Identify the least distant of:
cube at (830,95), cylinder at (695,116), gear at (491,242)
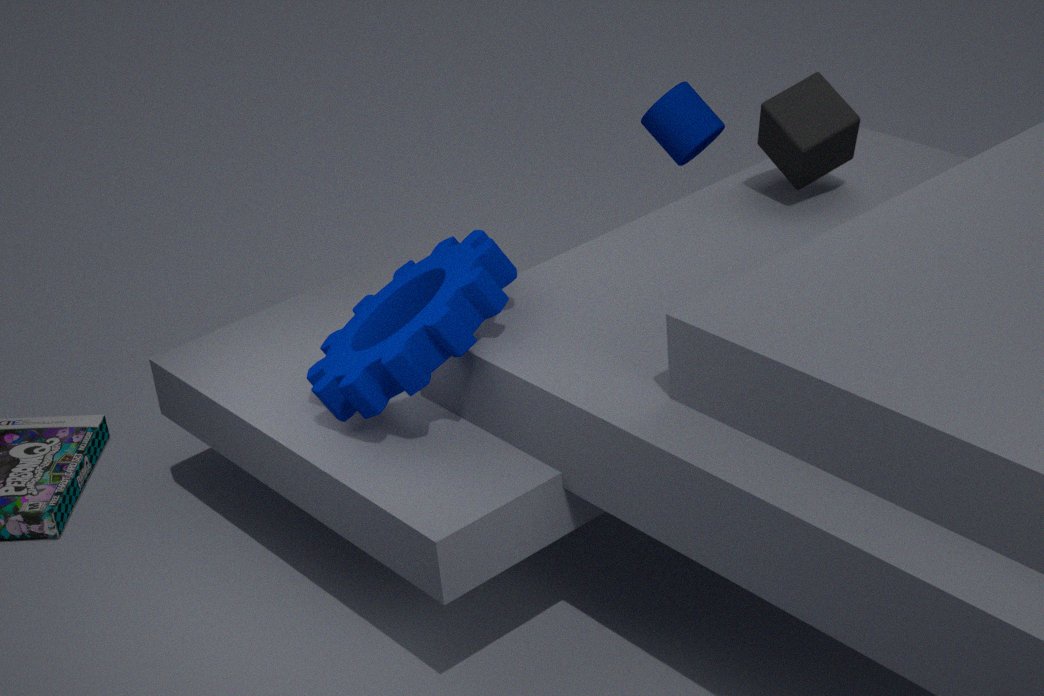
gear at (491,242)
